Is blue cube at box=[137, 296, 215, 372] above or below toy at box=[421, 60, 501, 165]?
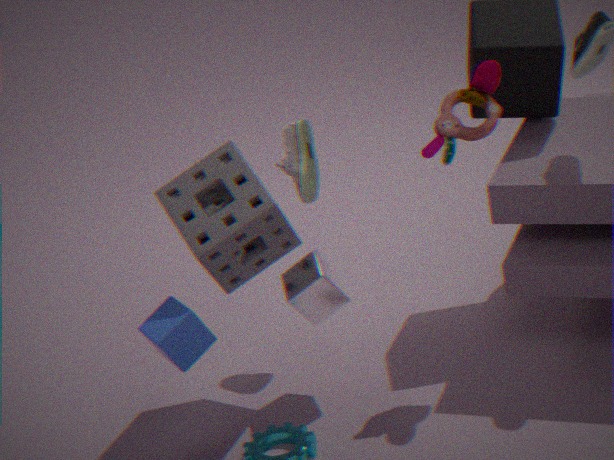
below
